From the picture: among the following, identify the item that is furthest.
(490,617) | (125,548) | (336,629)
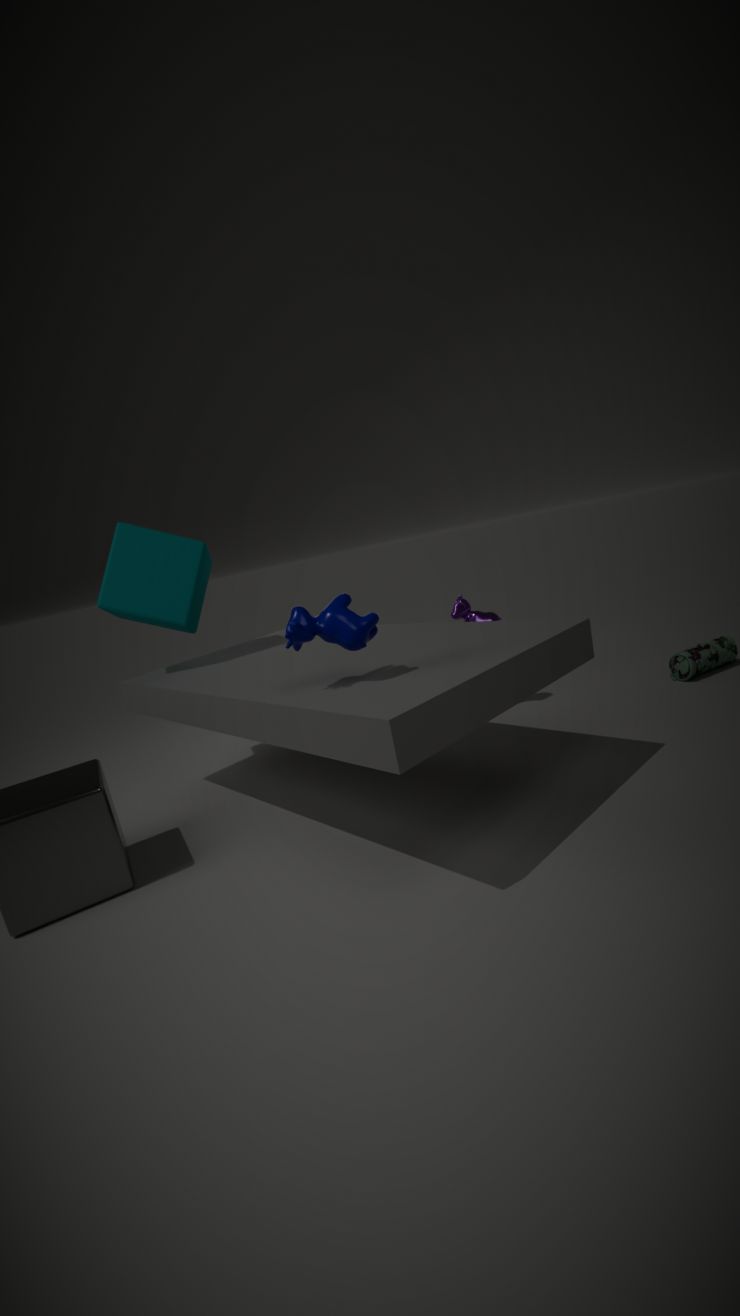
(490,617)
